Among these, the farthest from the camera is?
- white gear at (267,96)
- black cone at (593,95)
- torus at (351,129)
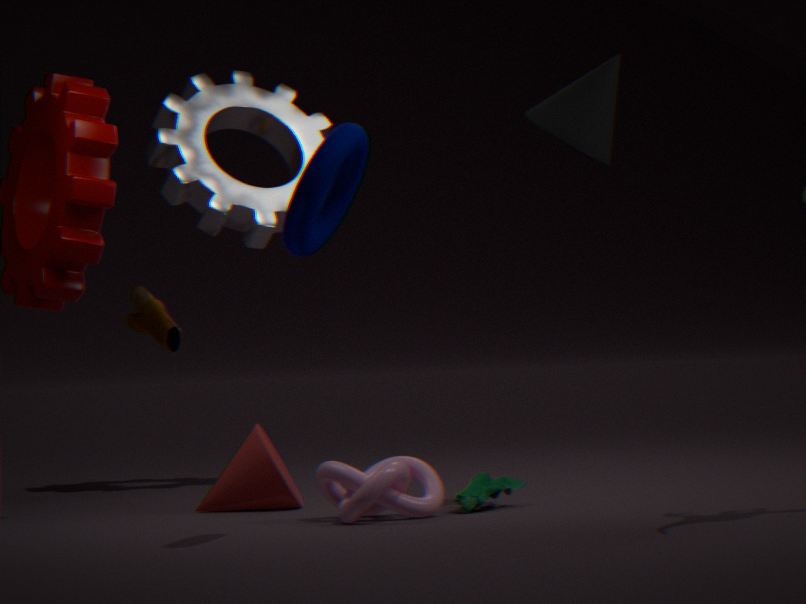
white gear at (267,96)
